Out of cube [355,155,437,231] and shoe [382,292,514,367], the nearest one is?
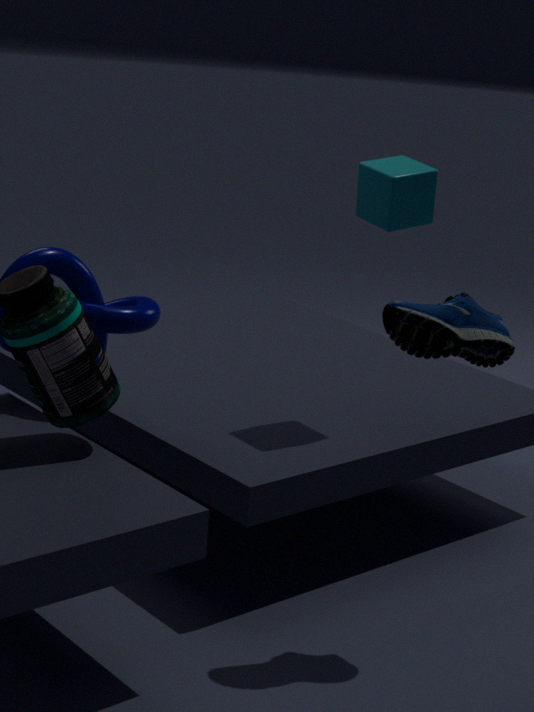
shoe [382,292,514,367]
